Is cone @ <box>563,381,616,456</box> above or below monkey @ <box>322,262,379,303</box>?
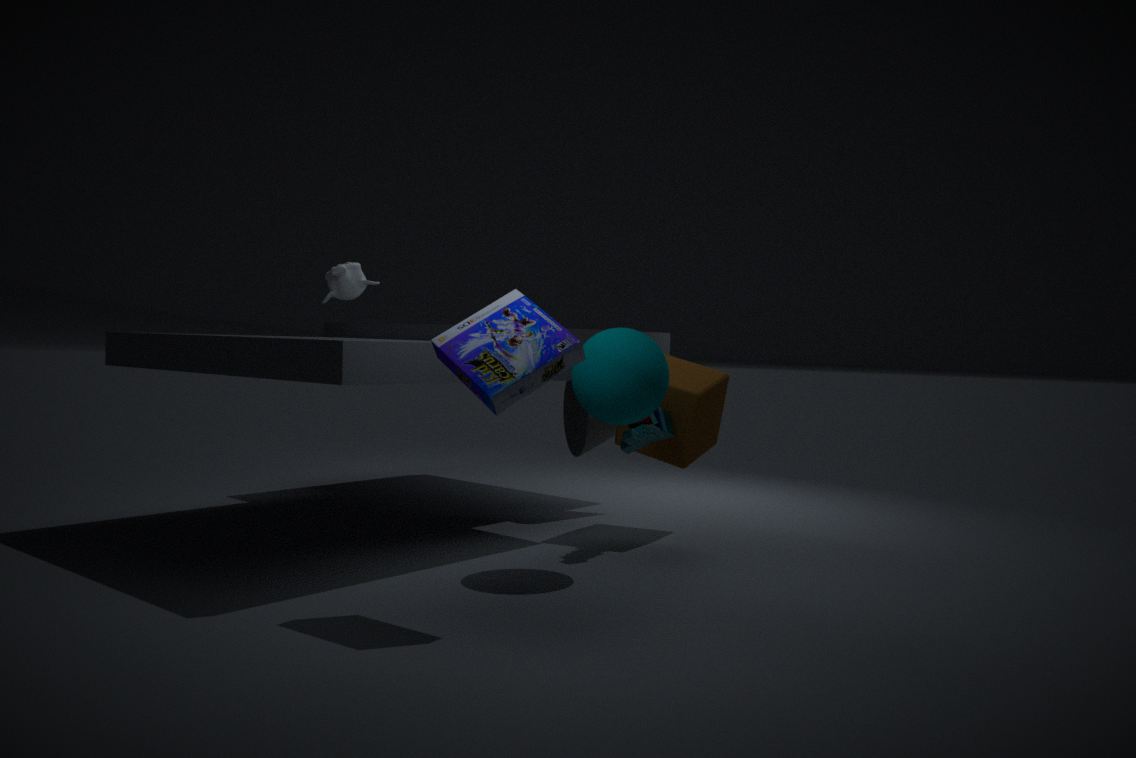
below
